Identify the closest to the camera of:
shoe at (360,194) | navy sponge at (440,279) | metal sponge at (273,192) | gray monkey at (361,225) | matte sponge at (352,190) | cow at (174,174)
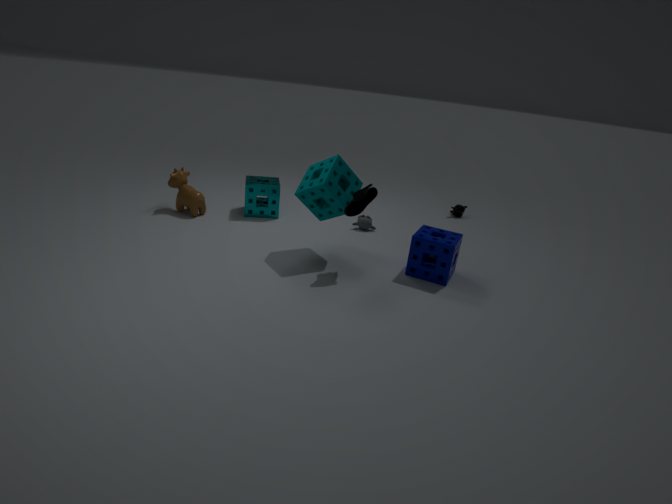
shoe at (360,194)
